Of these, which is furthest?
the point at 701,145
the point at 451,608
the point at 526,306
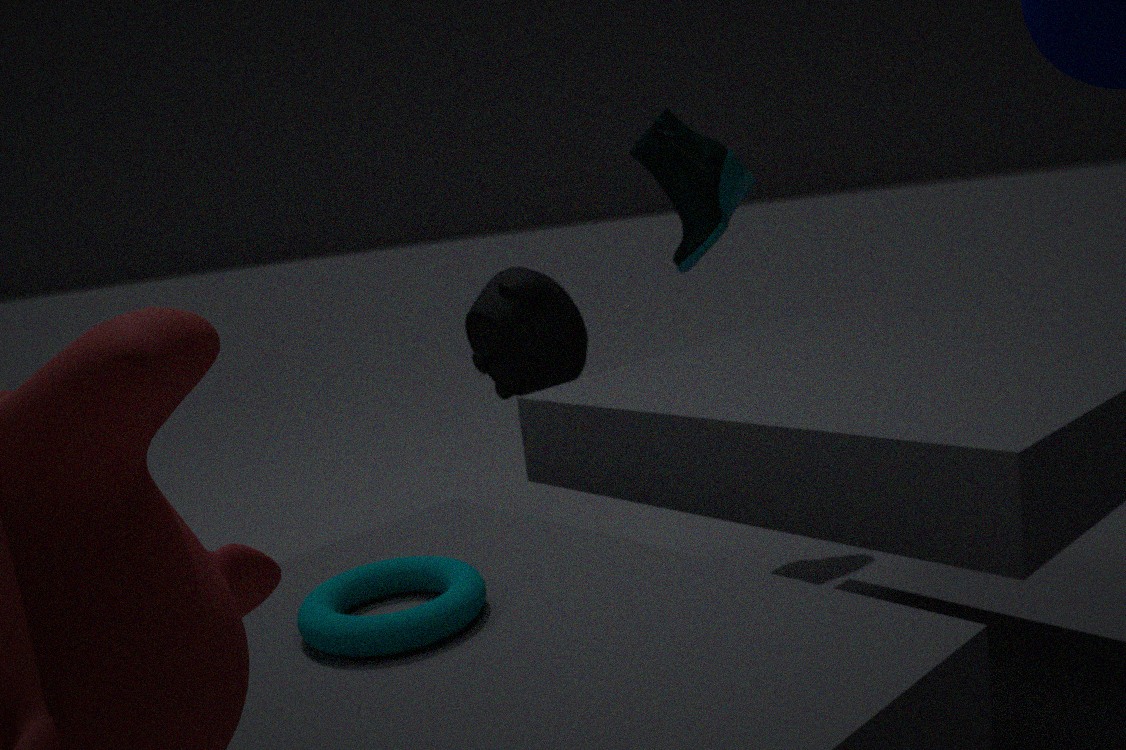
the point at 701,145
